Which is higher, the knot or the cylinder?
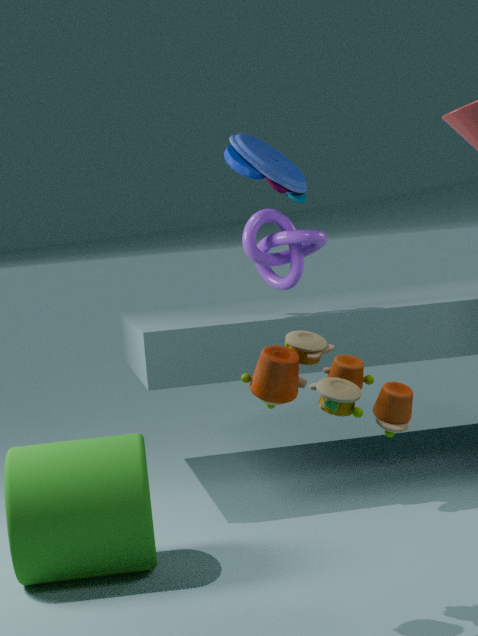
the knot
